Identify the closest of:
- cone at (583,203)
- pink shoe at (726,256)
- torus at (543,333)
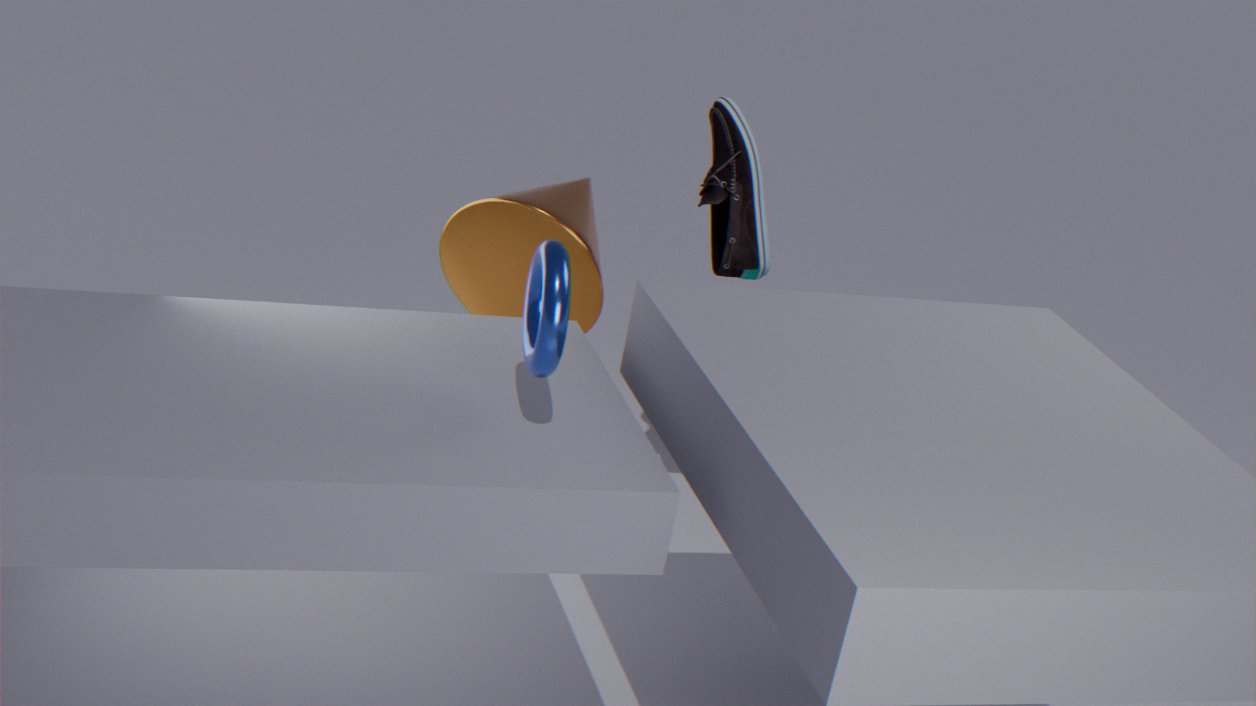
torus at (543,333)
